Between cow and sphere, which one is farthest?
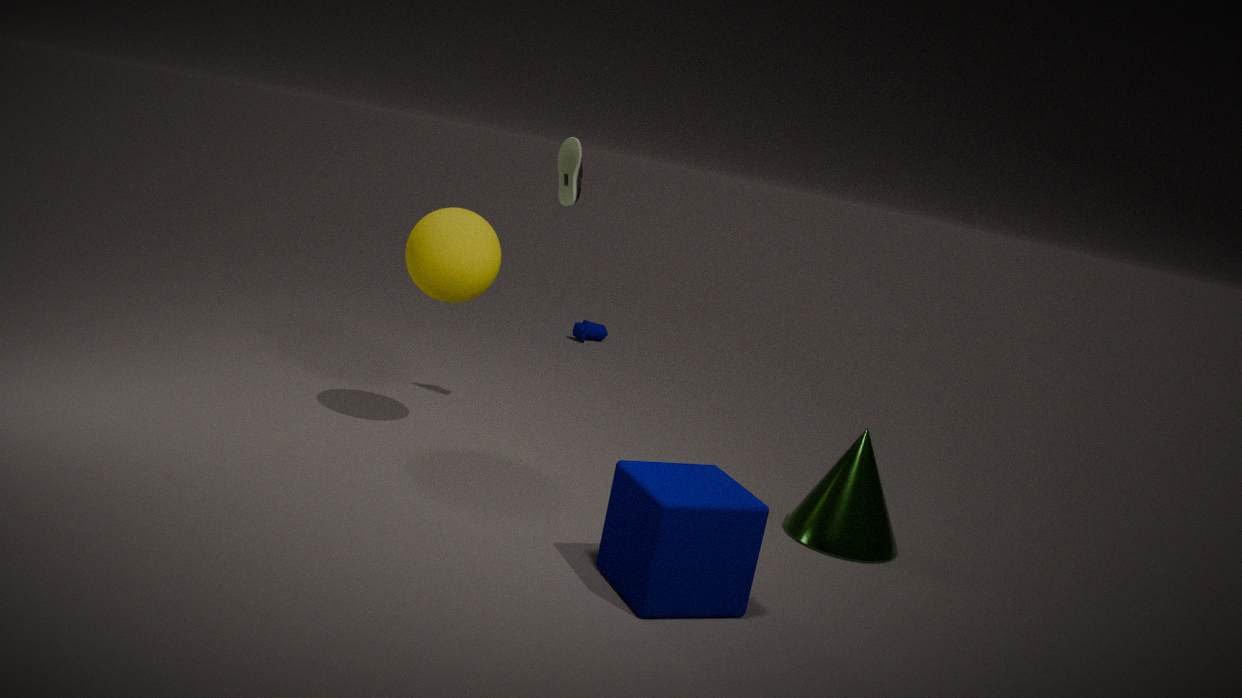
cow
